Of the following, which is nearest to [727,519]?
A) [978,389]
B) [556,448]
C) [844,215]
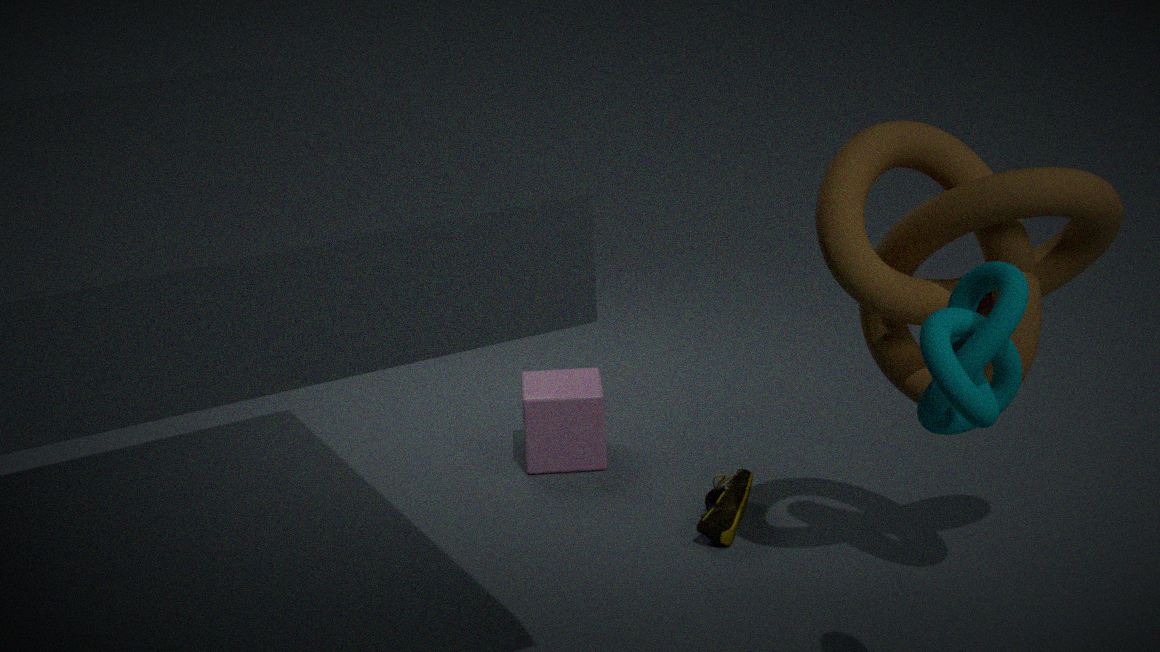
[556,448]
